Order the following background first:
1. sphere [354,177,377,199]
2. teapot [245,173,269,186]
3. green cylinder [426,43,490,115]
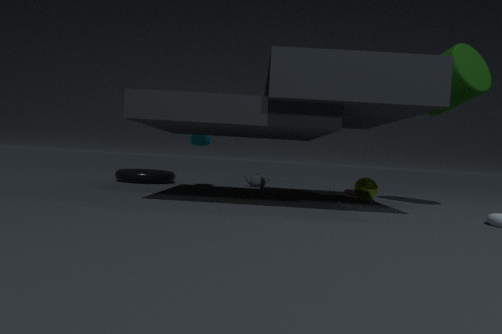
teapot [245,173,269,186]
sphere [354,177,377,199]
green cylinder [426,43,490,115]
